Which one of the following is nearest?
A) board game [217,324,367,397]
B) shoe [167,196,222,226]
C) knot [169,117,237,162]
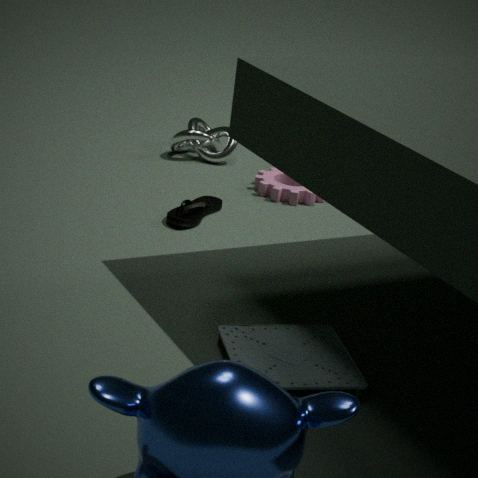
board game [217,324,367,397]
